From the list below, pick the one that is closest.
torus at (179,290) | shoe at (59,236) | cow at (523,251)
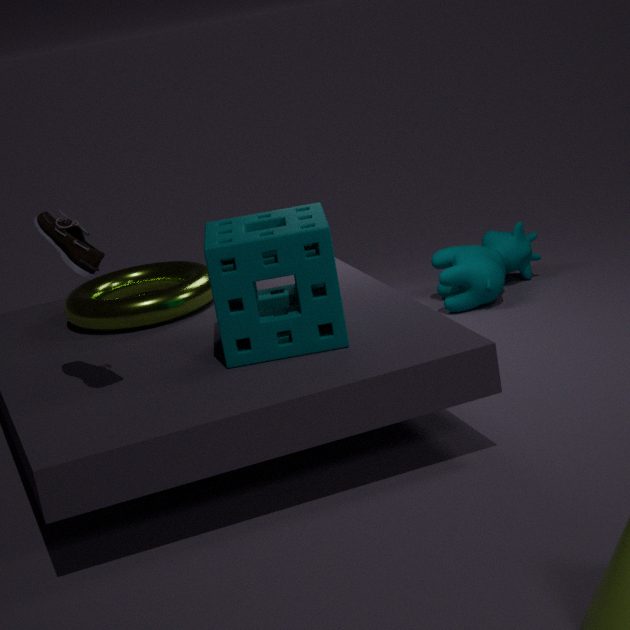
shoe at (59,236)
